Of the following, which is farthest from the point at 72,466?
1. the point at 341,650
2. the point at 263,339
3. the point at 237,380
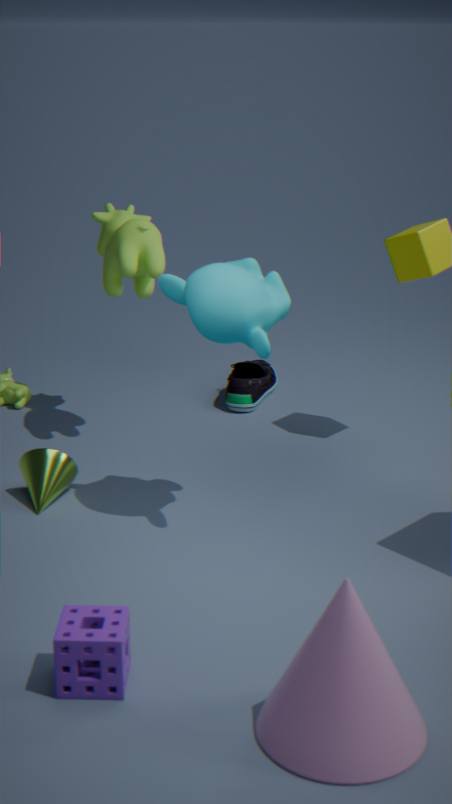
the point at 341,650
